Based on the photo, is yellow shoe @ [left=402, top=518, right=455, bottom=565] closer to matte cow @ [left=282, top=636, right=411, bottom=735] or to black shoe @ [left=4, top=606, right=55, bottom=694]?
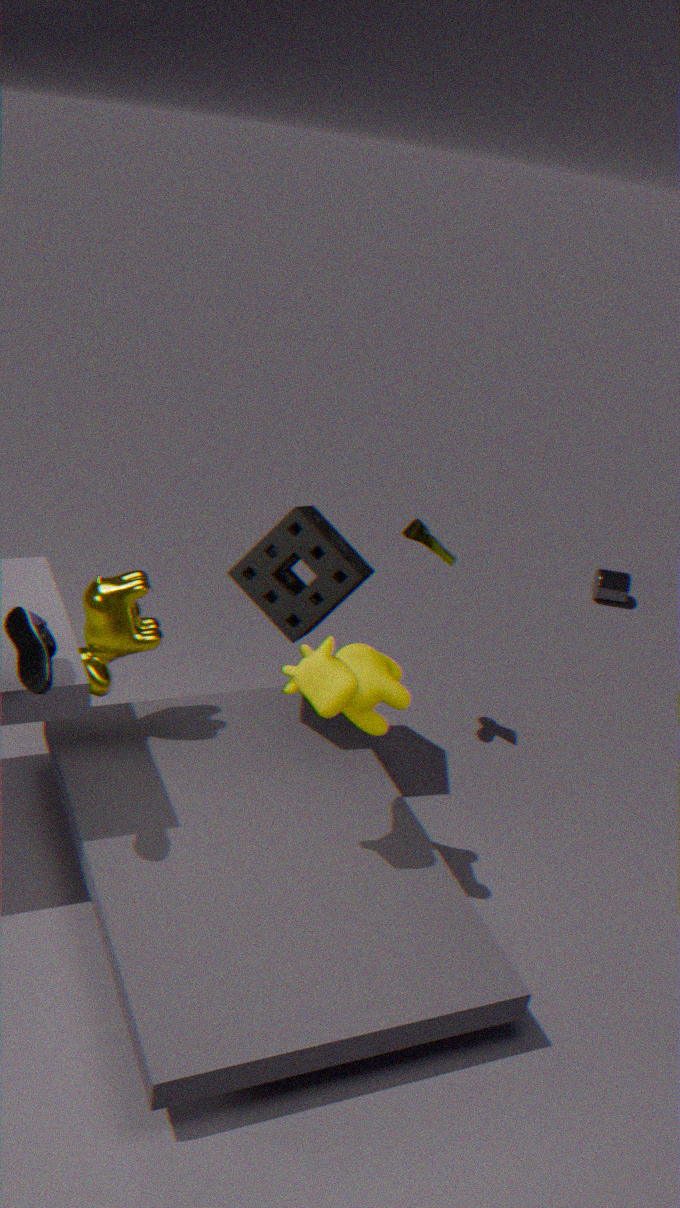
matte cow @ [left=282, top=636, right=411, bottom=735]
